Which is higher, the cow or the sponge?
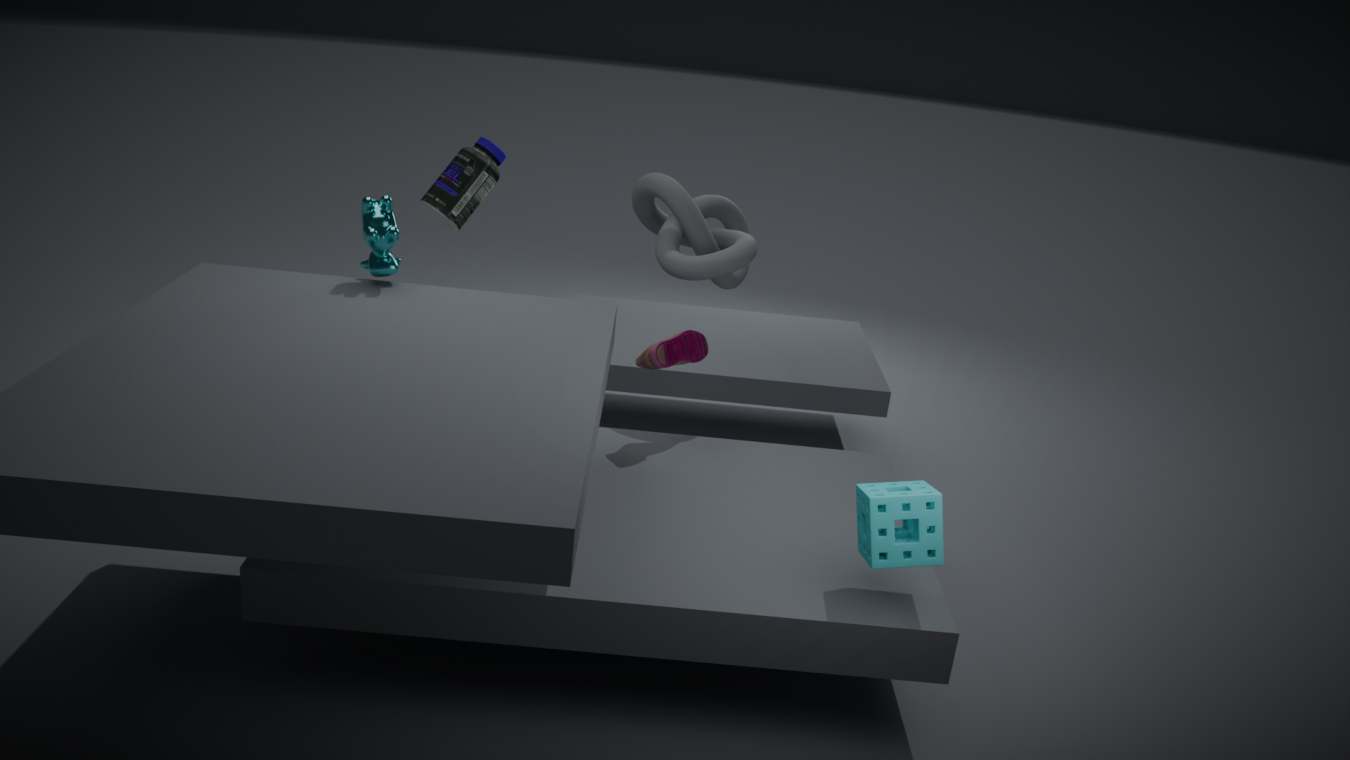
the cow
